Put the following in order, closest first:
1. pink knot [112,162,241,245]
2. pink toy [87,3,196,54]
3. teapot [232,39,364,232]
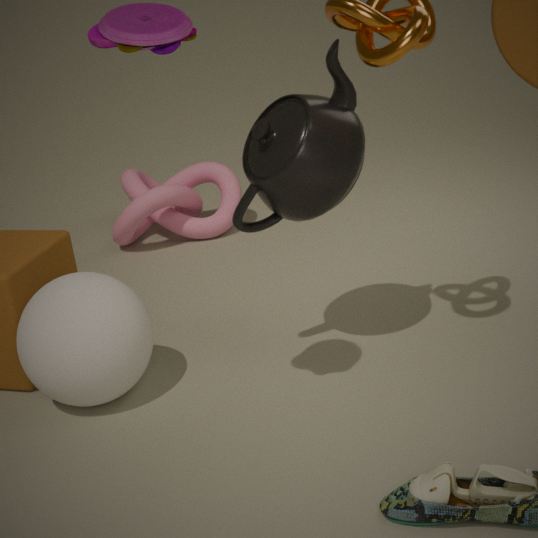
pink toy [87,3,196,54], teapot [232,39,364,232], pink knot [112,162,241,245]
